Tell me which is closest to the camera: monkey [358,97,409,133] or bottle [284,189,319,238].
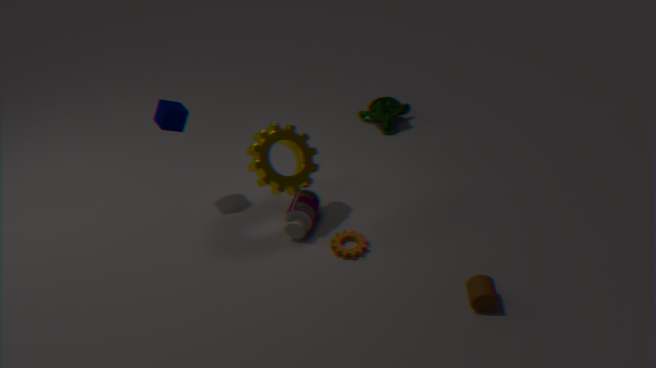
bottle [284,189,319,238]
